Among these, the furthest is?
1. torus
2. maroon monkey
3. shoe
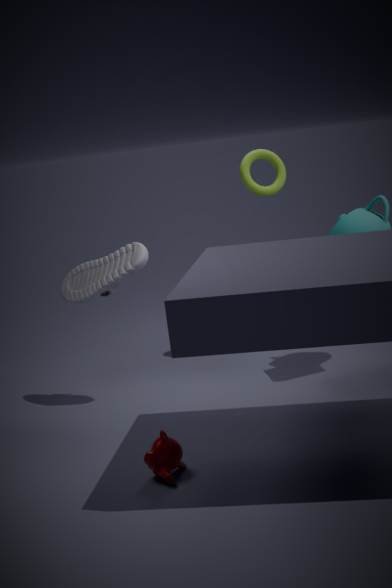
torus
